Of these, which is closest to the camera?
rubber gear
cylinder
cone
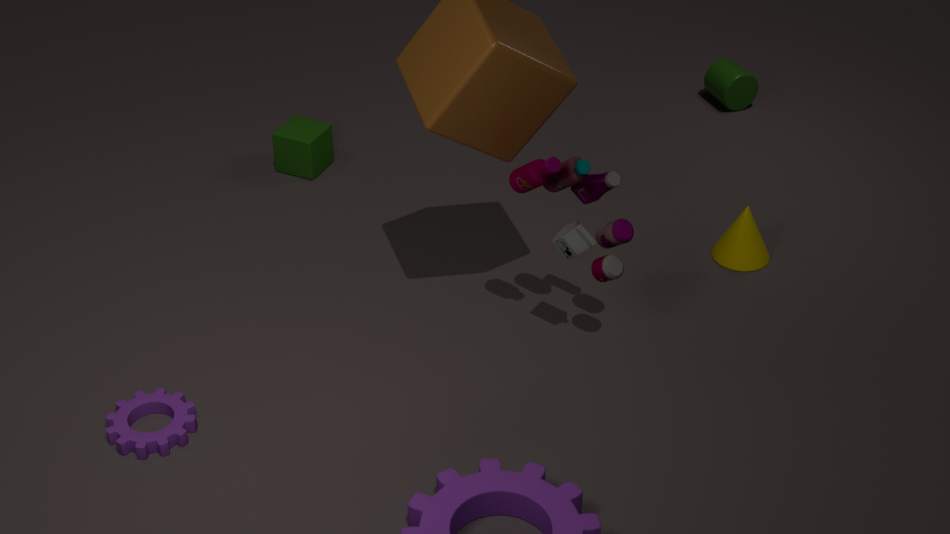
rubber gear
